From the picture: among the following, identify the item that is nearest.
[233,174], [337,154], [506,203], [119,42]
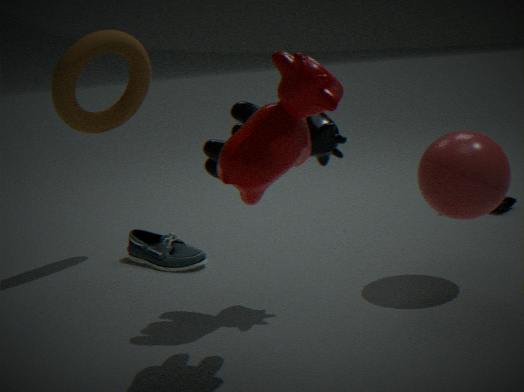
[233,174]
